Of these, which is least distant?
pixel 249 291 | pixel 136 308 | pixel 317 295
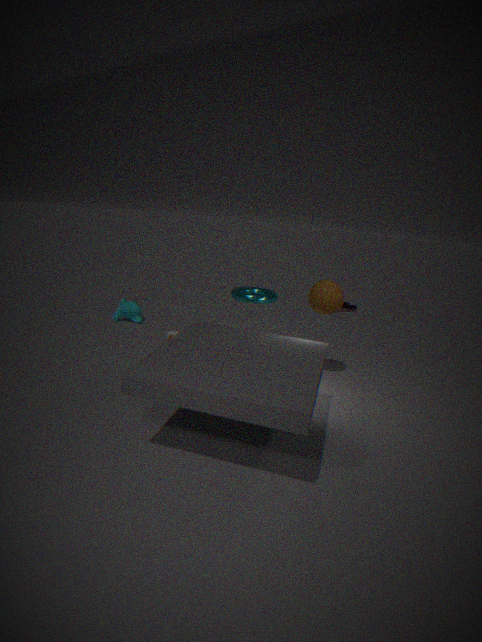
pixel 317 295
